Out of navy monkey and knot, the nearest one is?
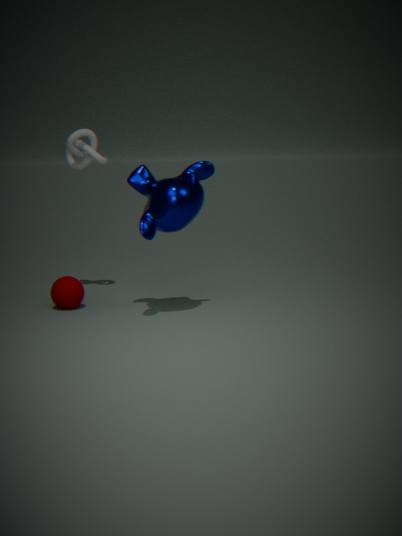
navy monkey
